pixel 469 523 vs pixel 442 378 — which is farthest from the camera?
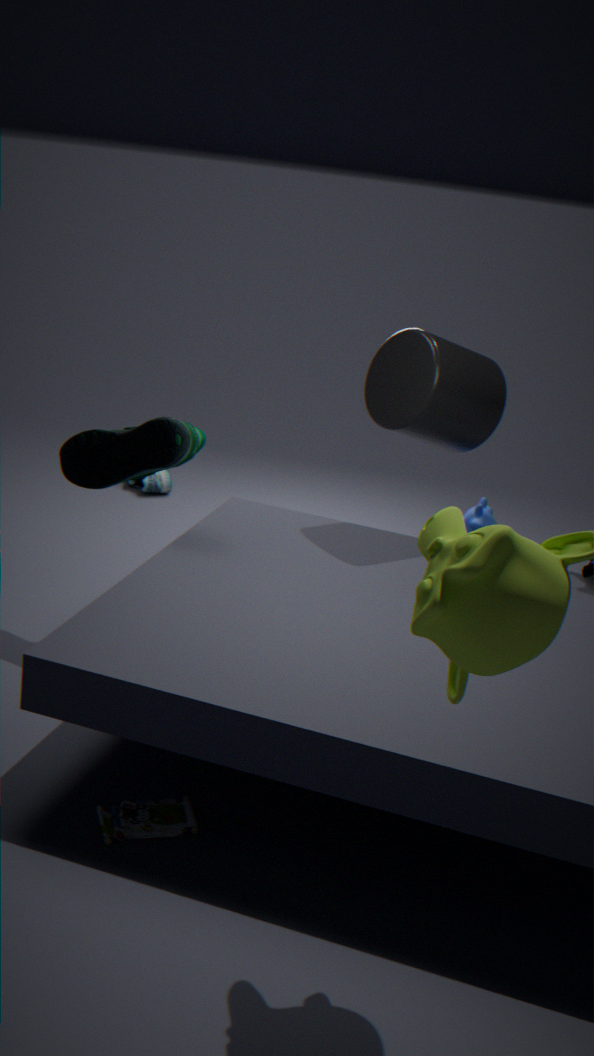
pixel 469 523
